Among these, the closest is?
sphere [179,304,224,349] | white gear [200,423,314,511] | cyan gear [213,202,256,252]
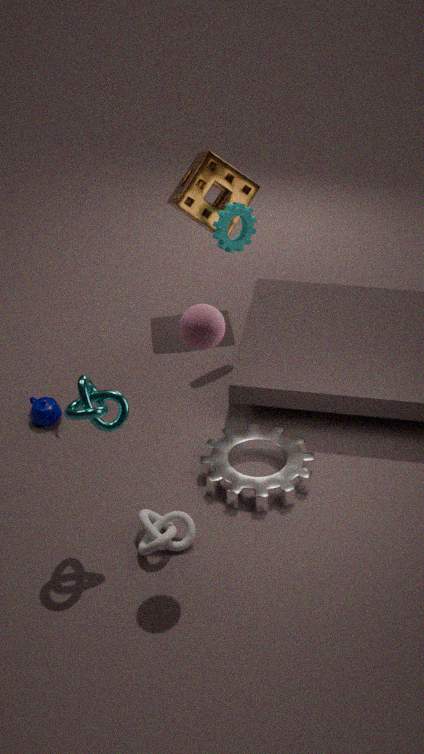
sphere [179,304,224,349]
